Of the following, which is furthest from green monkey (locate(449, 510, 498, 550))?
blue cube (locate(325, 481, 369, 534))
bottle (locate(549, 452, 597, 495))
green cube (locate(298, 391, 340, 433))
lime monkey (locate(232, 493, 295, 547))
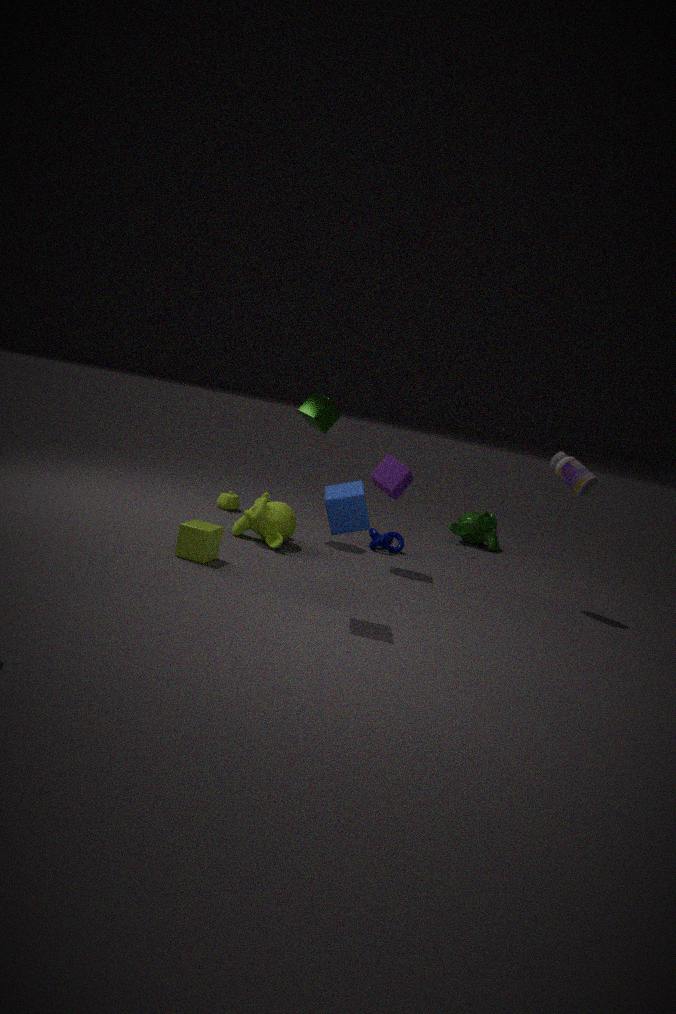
blue cube (locate(325, 481, 369, 534))
